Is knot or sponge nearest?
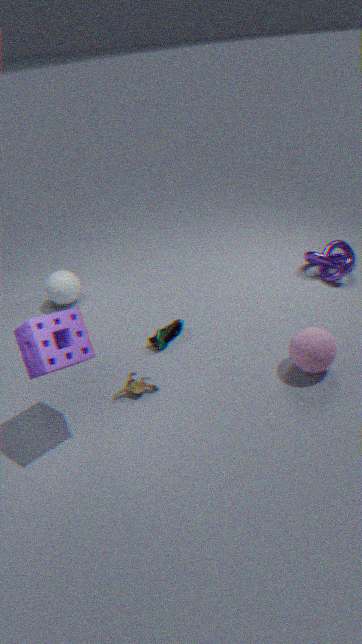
sponge
